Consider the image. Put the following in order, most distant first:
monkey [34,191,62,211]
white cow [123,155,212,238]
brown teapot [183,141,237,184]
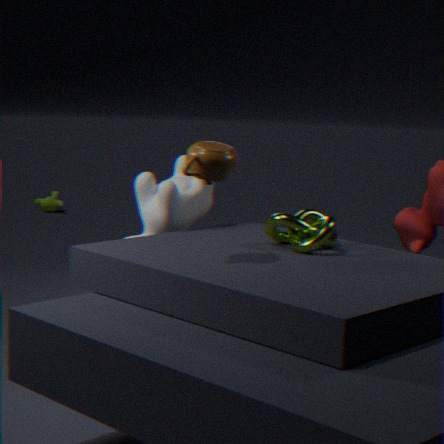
1. monkey [34,191,62,211]
2. white cow [123,155,212,238]
3. brown teapot [183,141,237,184]
